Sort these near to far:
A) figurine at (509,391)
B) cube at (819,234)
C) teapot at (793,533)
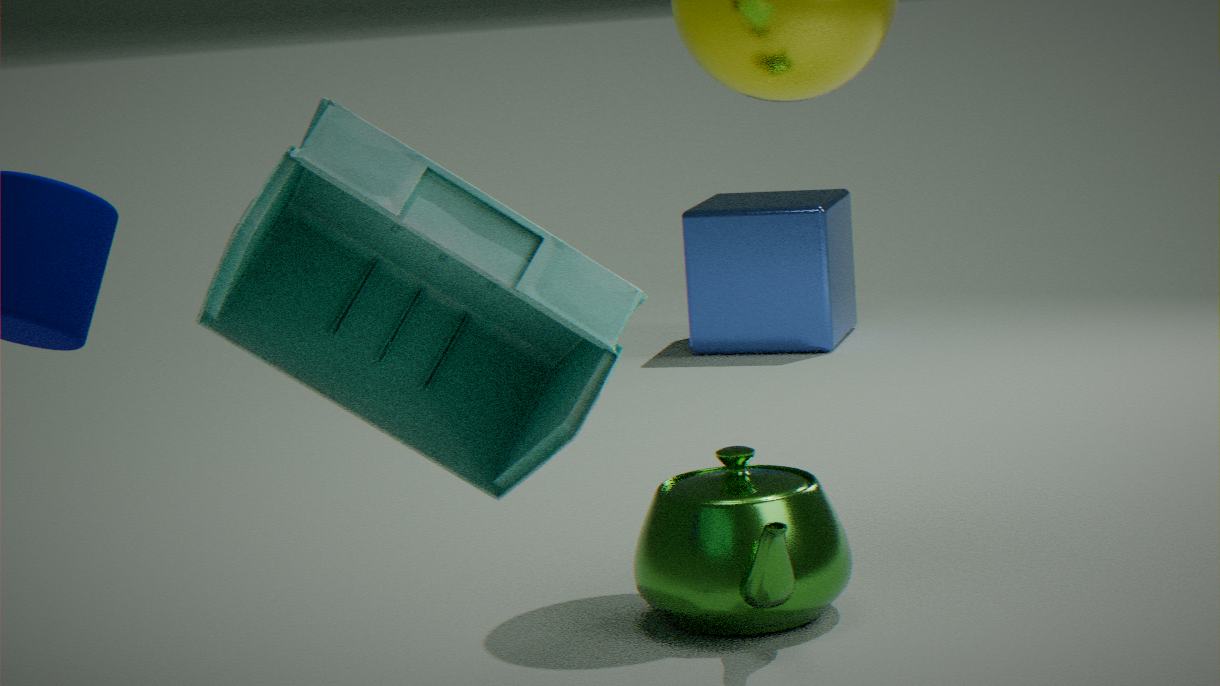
figurine at (509,391), teapot at (793,533), cube at (819,234)
